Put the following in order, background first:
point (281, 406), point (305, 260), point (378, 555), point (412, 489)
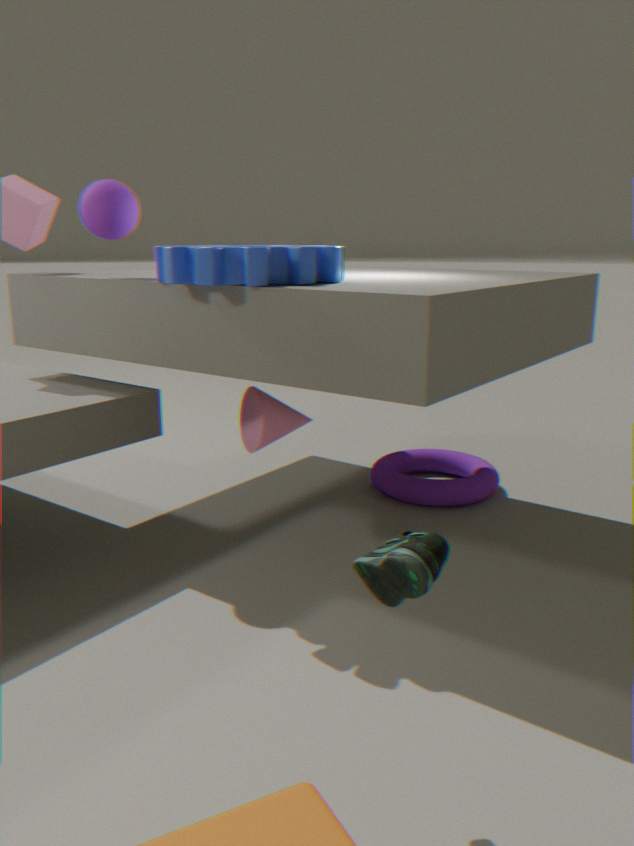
point (412, 489) < point (281, 406) < point (305, 260) < point (378, 555)
